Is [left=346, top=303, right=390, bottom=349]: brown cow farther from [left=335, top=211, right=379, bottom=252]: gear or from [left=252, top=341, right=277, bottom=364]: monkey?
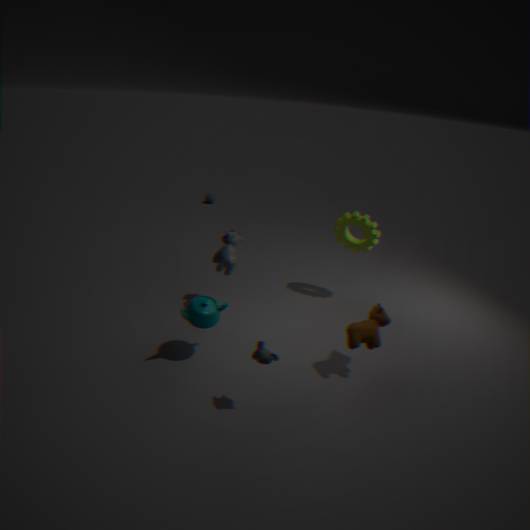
[left=335, top=211, right=379, bottom=252]: gear
